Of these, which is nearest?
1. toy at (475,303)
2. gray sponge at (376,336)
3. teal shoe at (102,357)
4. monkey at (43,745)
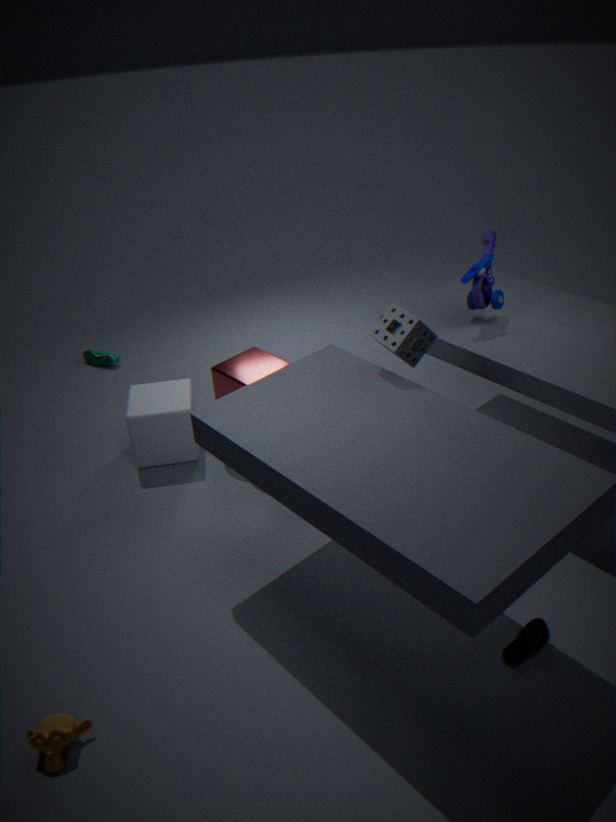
monkey at (43,745)
